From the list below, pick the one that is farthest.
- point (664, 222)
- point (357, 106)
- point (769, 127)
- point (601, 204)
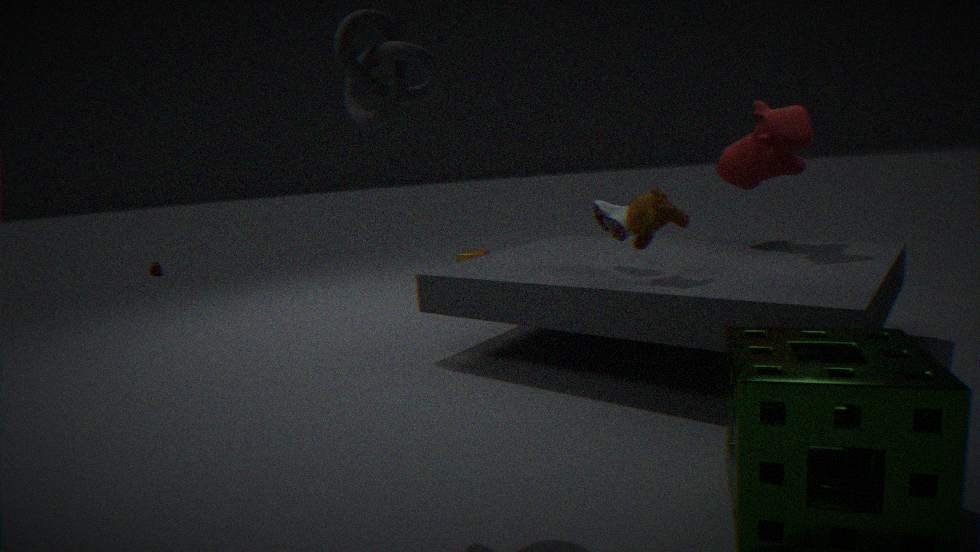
point (601, 204)
